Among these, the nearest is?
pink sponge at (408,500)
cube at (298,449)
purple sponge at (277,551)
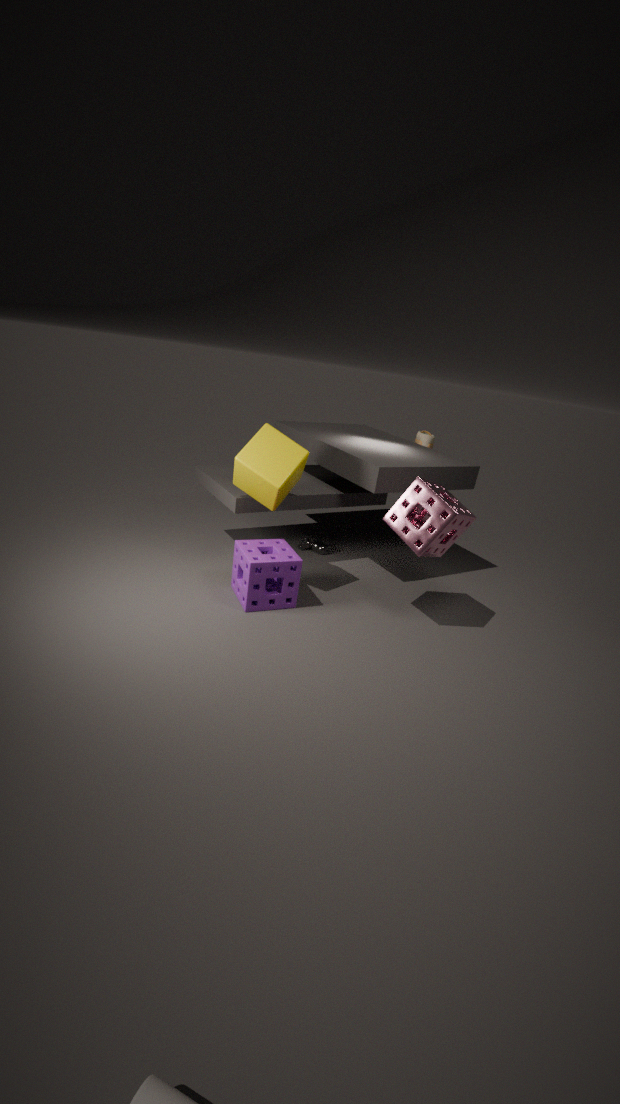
pink sponge at (408,500)
